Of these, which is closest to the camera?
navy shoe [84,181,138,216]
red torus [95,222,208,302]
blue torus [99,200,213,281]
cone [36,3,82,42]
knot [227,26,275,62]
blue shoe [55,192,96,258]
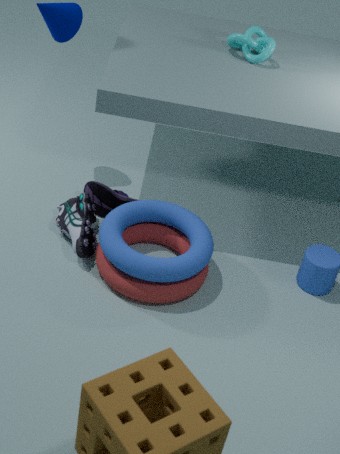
blue torus [99,200,213,281]
